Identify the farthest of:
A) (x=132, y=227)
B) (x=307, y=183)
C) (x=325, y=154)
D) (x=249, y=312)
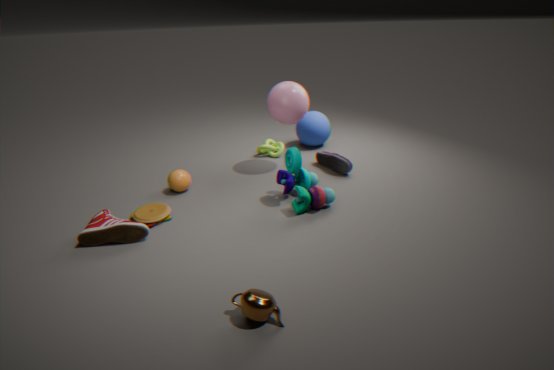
(x=325, y=154)
